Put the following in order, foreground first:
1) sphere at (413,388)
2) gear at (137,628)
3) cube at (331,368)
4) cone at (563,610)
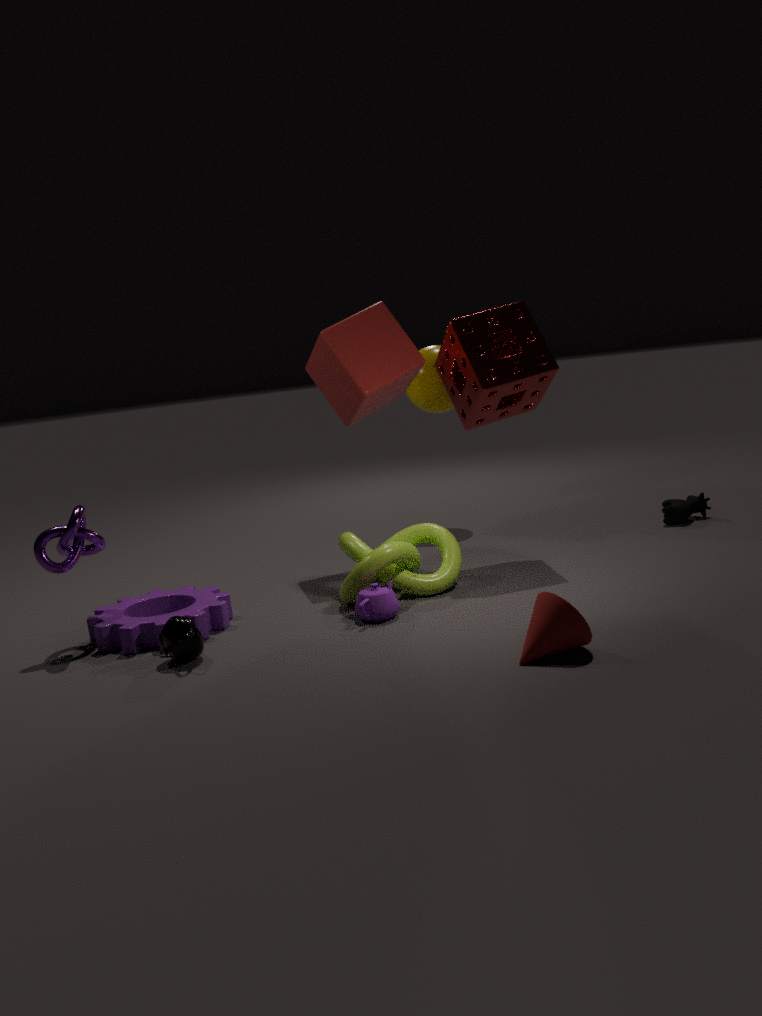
4. cone at (563,610) < 2. gear at (137,628) < 3. cube at (331,368) < 1. sphere at (413,388)
